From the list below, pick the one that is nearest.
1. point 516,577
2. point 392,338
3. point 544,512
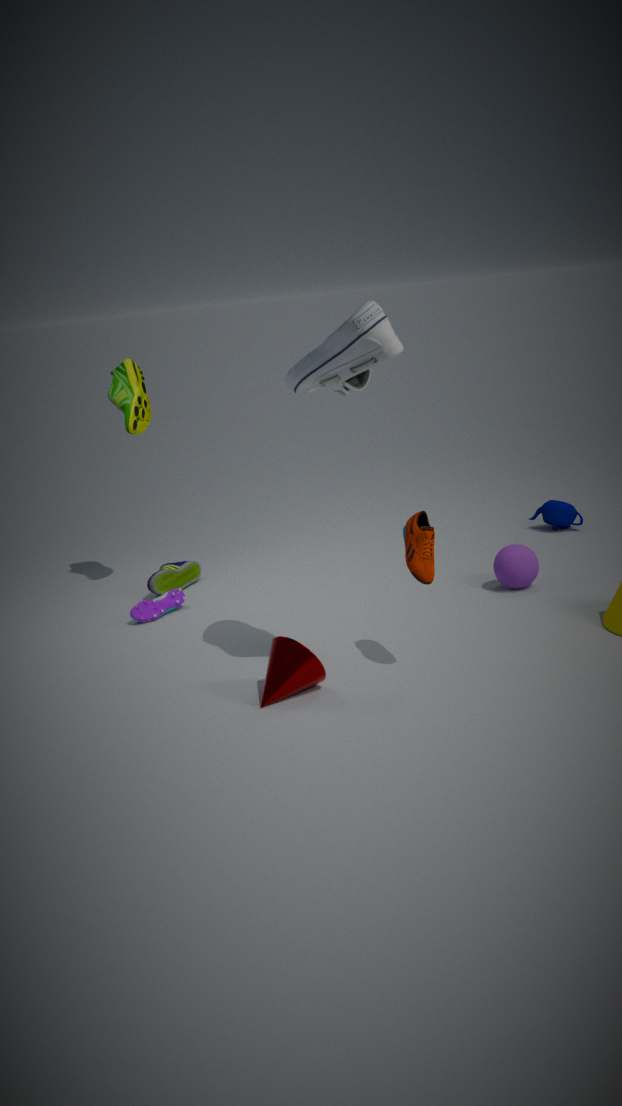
point 392,338
